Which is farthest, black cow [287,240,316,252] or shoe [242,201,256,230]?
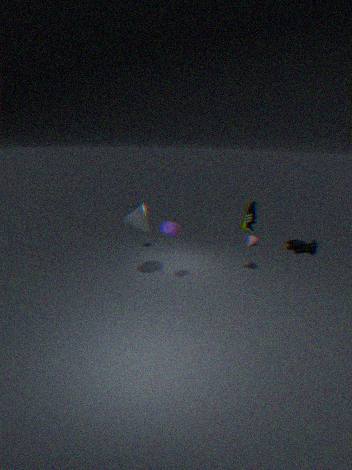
black cow [287,240,316,252]
